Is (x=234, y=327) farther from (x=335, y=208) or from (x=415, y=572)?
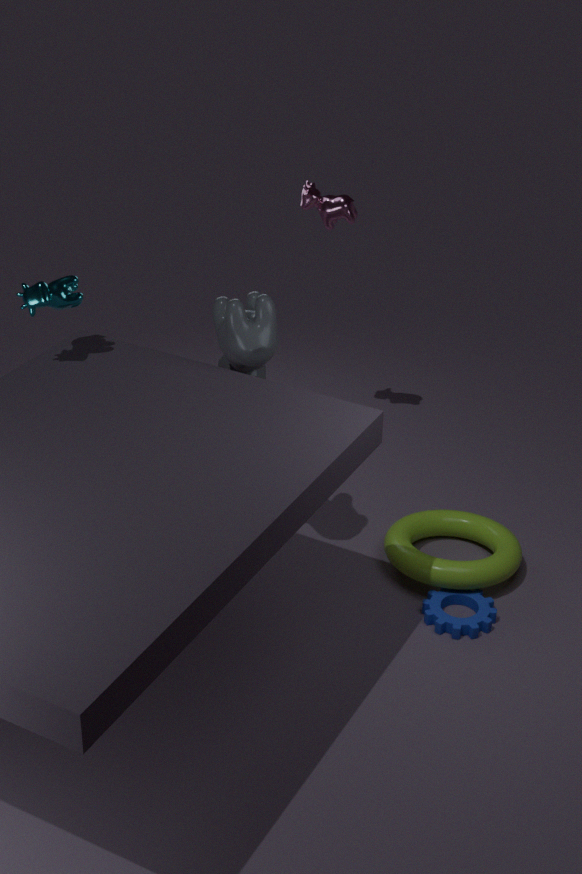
(x=415, y=572)
